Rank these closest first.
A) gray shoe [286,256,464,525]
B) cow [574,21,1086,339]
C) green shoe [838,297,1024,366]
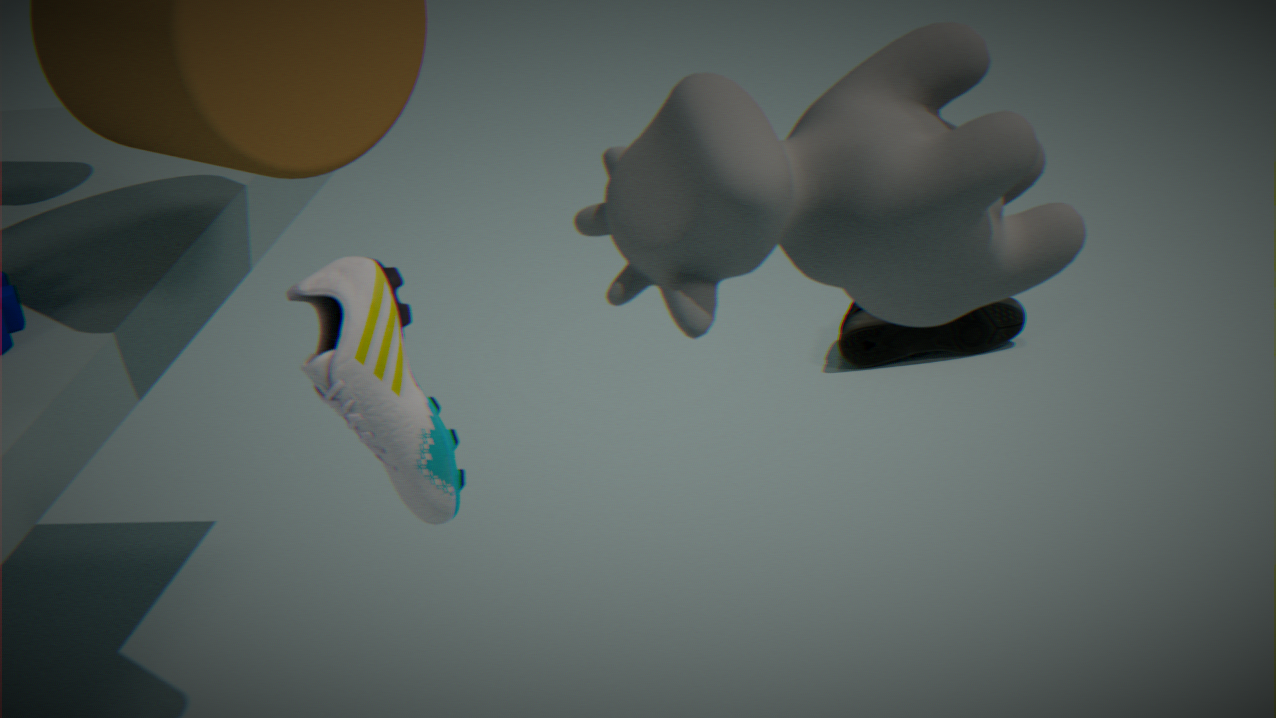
B. cow [574,21,1086,339] → A. gray shoe [286,256,464,525] → C. green shoe [838,297,1024,366]
